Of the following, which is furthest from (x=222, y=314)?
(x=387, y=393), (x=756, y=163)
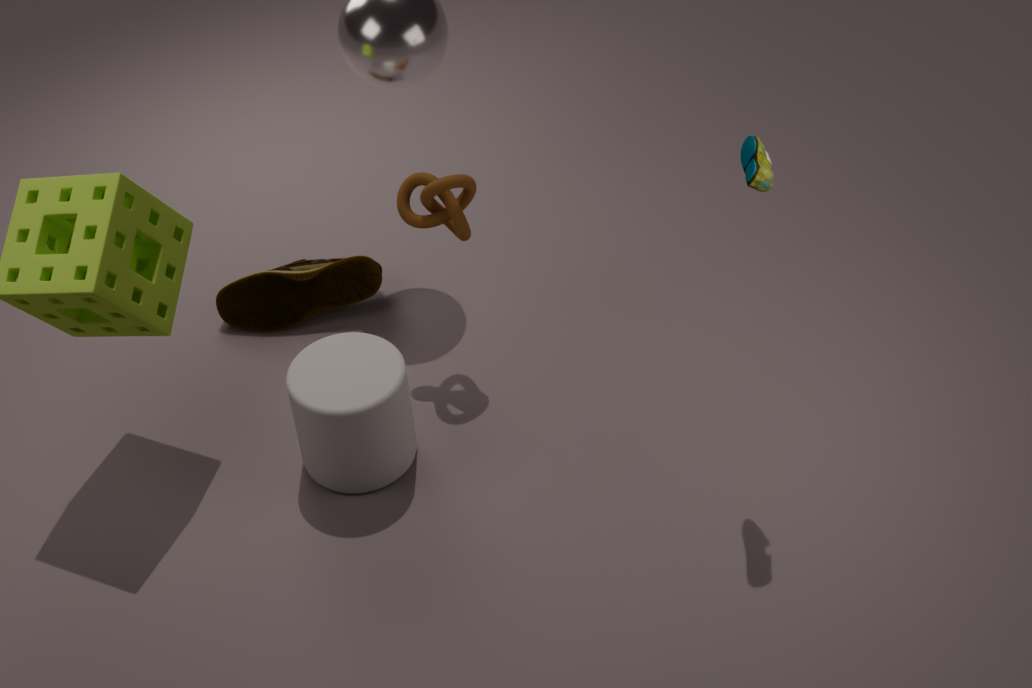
(x=756, y=163)
